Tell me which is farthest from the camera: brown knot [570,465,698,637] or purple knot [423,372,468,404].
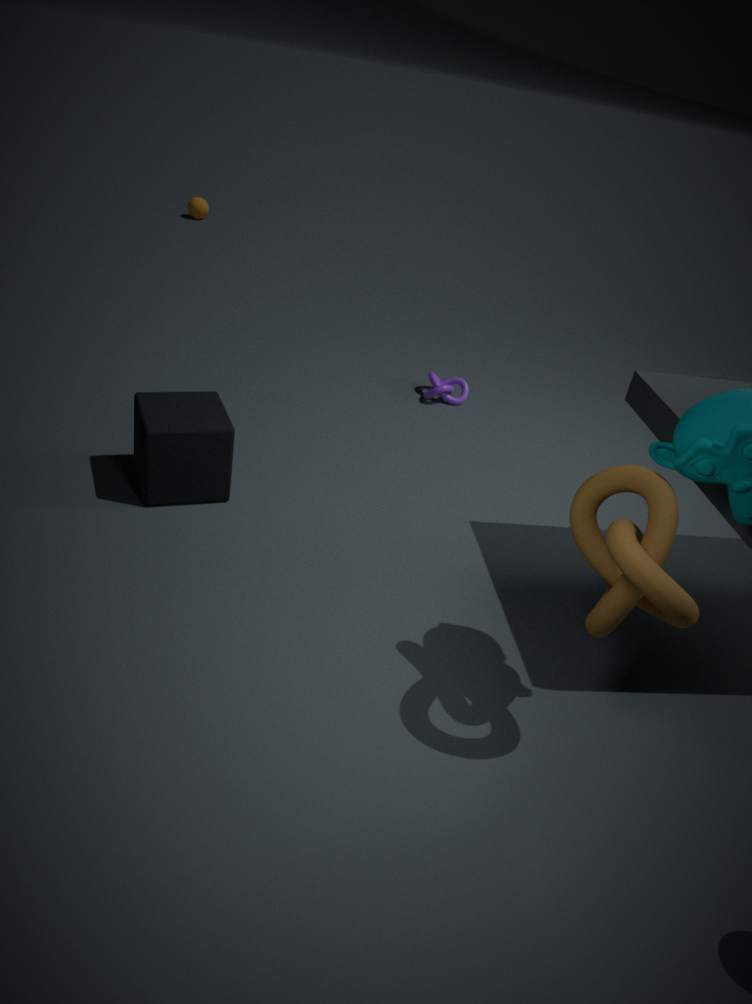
purple knot [423,372,468,404]
